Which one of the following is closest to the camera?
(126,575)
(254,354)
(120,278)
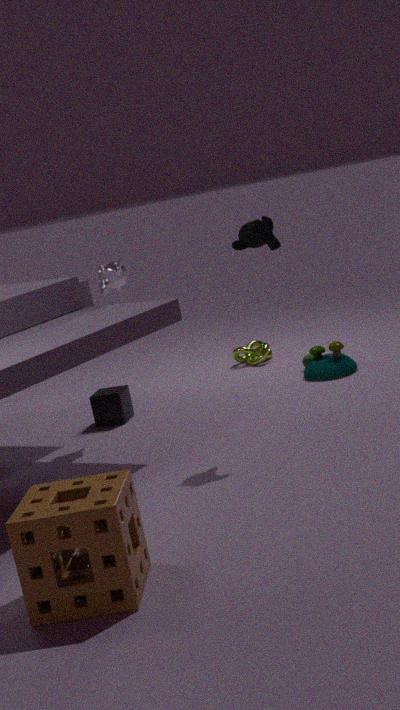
(126,575)
